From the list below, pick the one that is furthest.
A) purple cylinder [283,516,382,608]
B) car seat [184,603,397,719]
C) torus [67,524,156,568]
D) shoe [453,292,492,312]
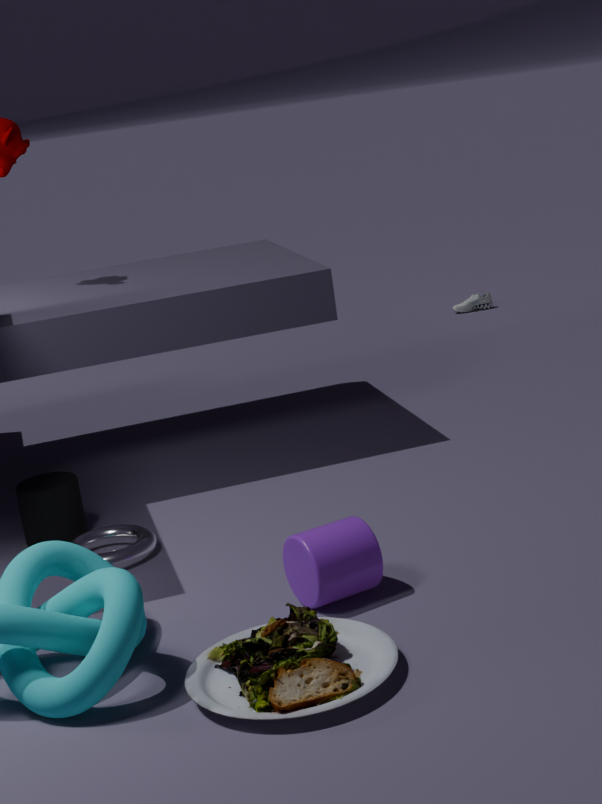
shoe [453,292,492,312]
